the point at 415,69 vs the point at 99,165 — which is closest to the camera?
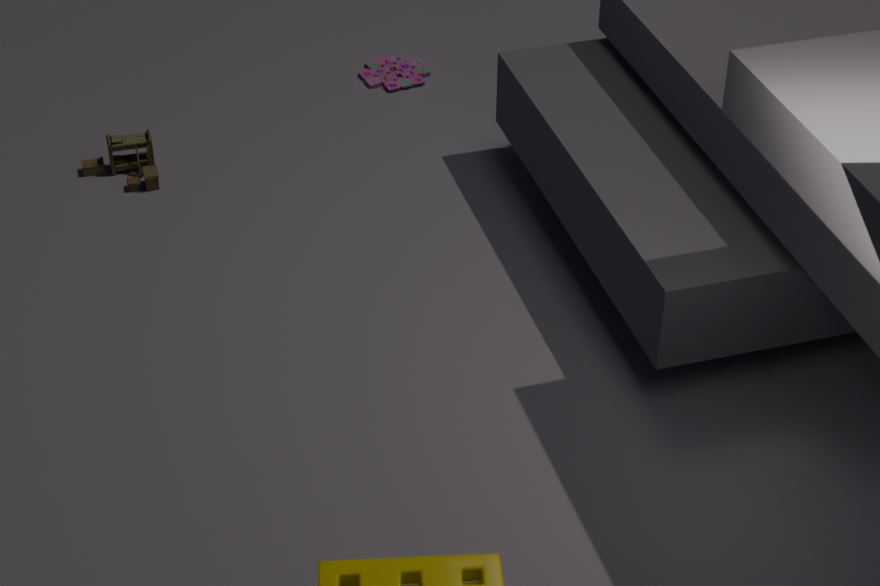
the point at 99,165
